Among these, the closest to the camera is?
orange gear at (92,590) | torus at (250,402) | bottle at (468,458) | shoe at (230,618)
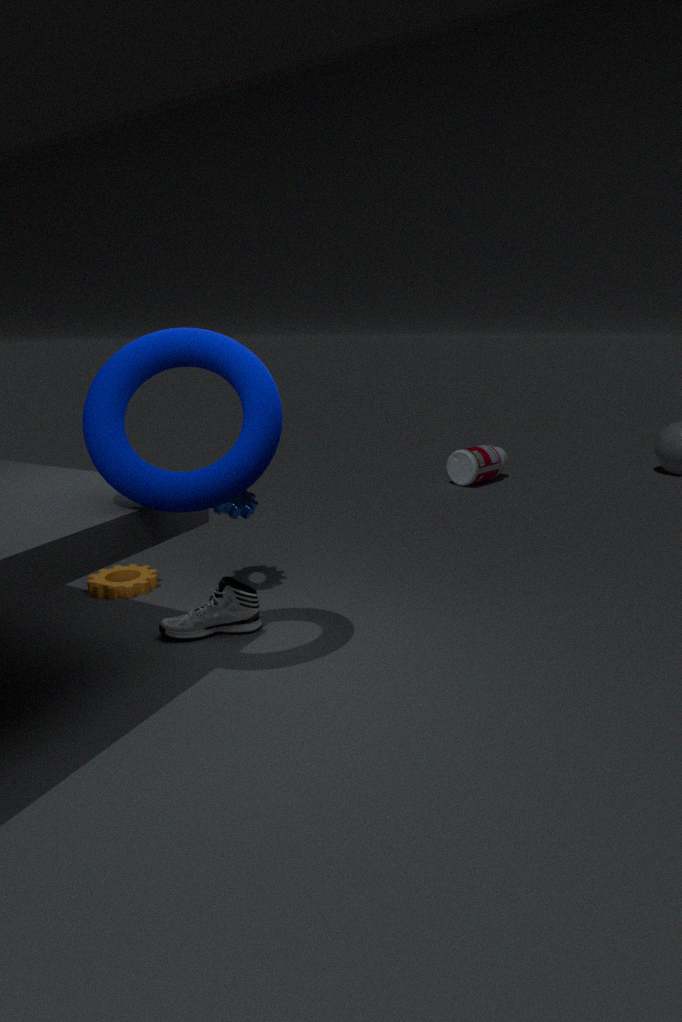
torus at (250,402)
